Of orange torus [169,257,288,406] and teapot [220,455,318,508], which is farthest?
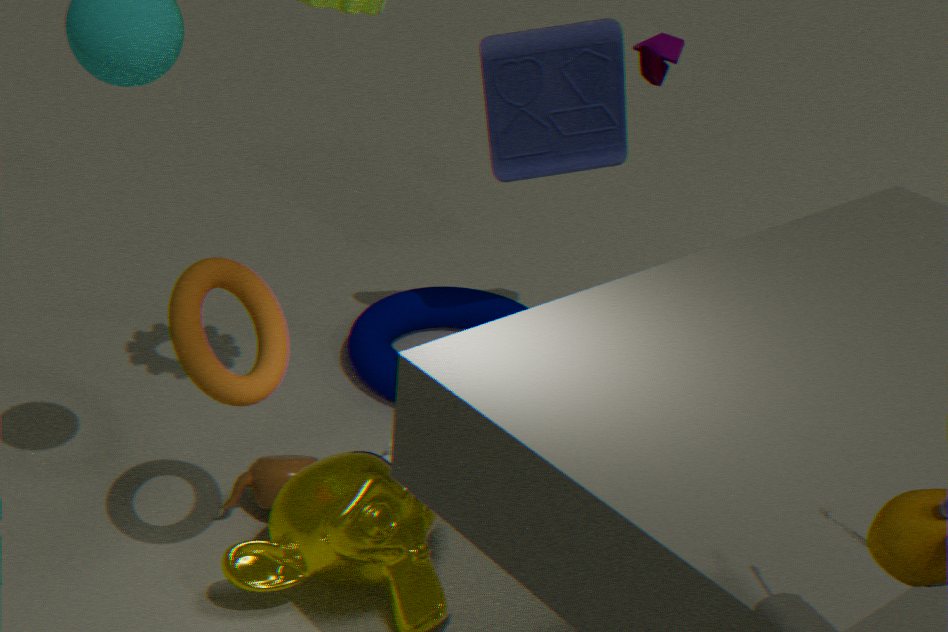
teapot [220,455,318,508]
